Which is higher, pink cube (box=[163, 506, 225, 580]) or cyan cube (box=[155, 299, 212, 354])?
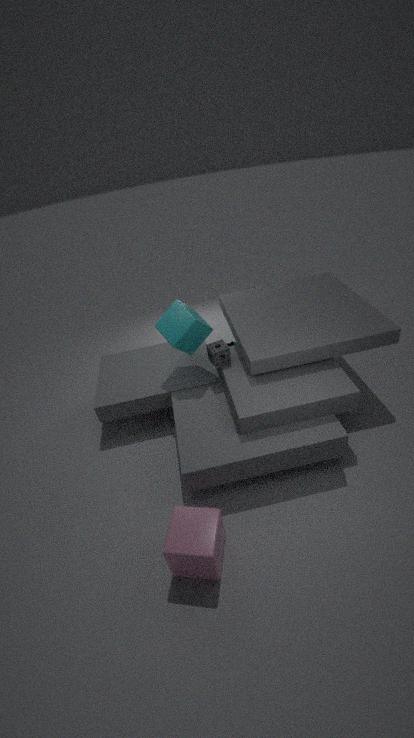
cyan cube (box=[155, 299, 212, 354])
